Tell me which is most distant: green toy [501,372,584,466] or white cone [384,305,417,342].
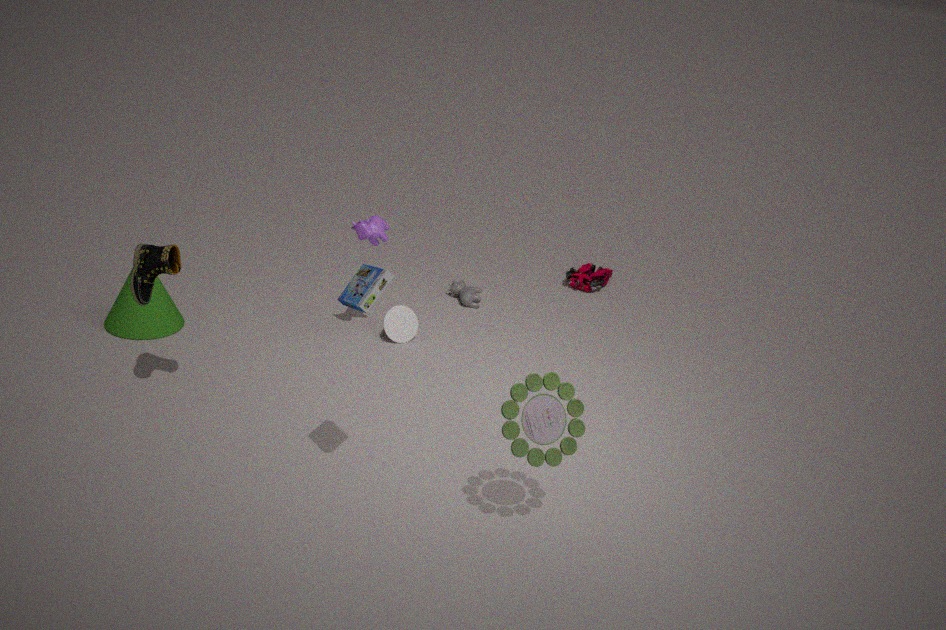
white cone [384,305,417,342]
